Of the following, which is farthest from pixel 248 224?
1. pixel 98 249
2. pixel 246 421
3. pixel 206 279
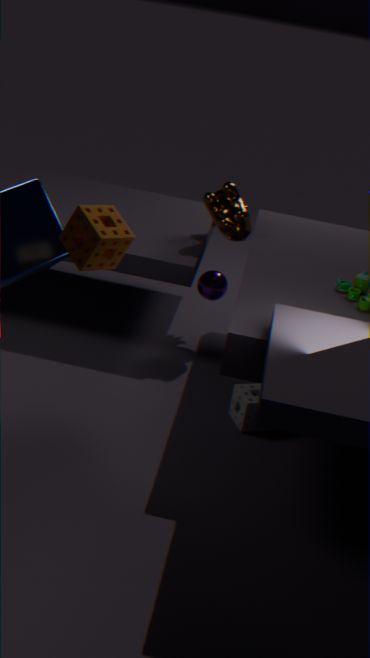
pixel 98 249
